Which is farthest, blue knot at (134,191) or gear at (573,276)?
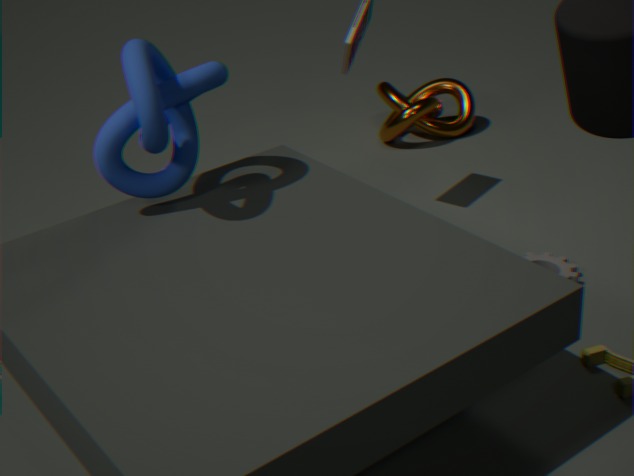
gear at (573,276)
